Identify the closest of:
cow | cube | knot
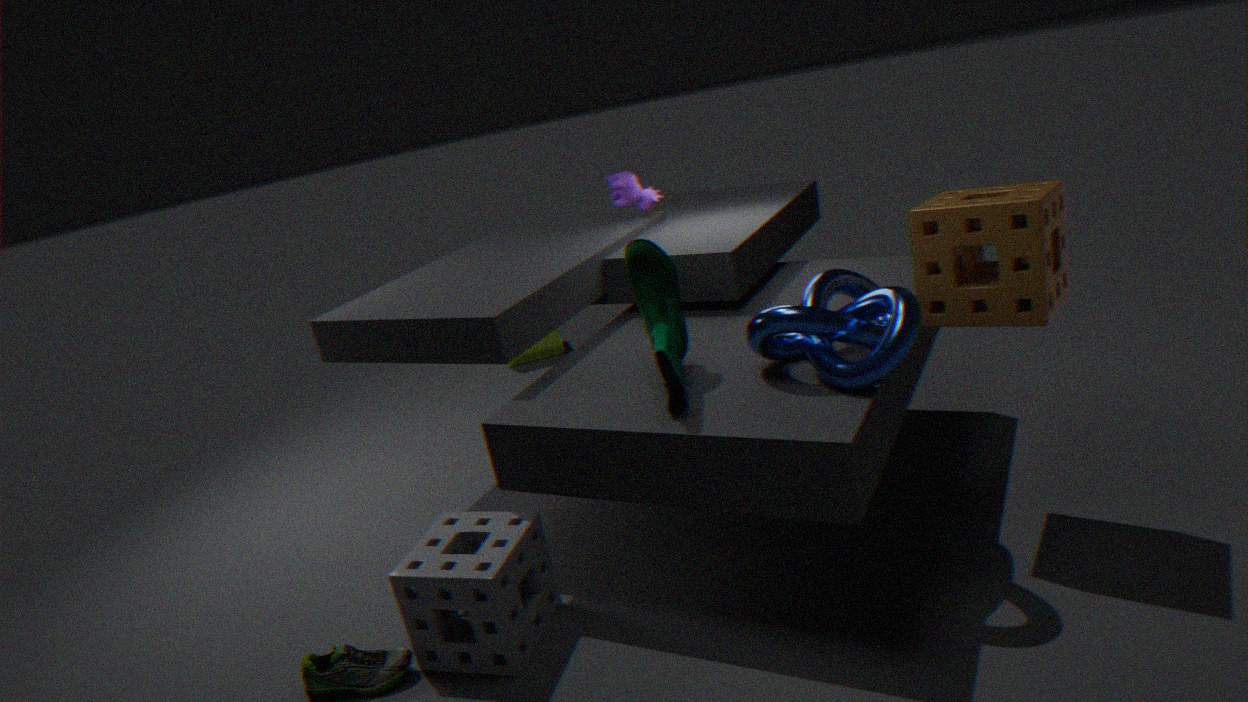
knot
